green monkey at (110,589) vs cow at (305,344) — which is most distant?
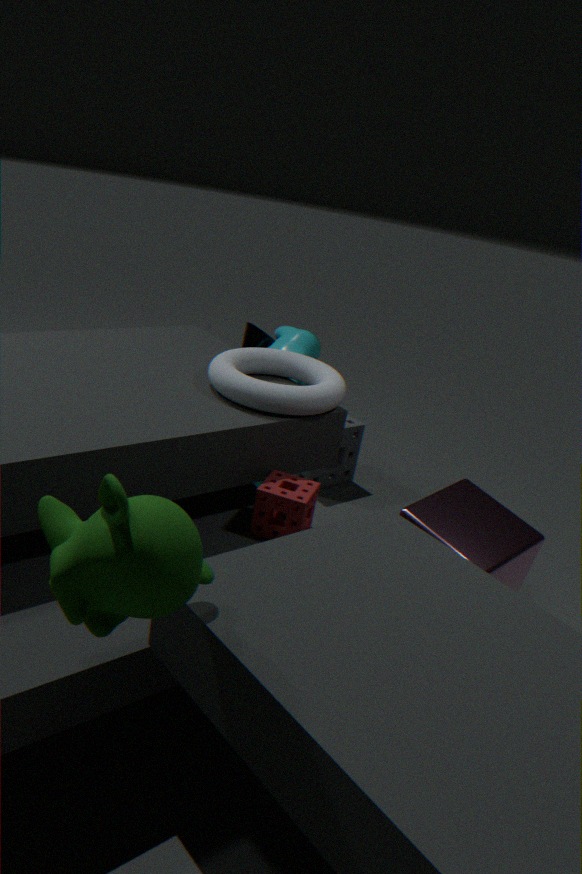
cow at (305,344)
